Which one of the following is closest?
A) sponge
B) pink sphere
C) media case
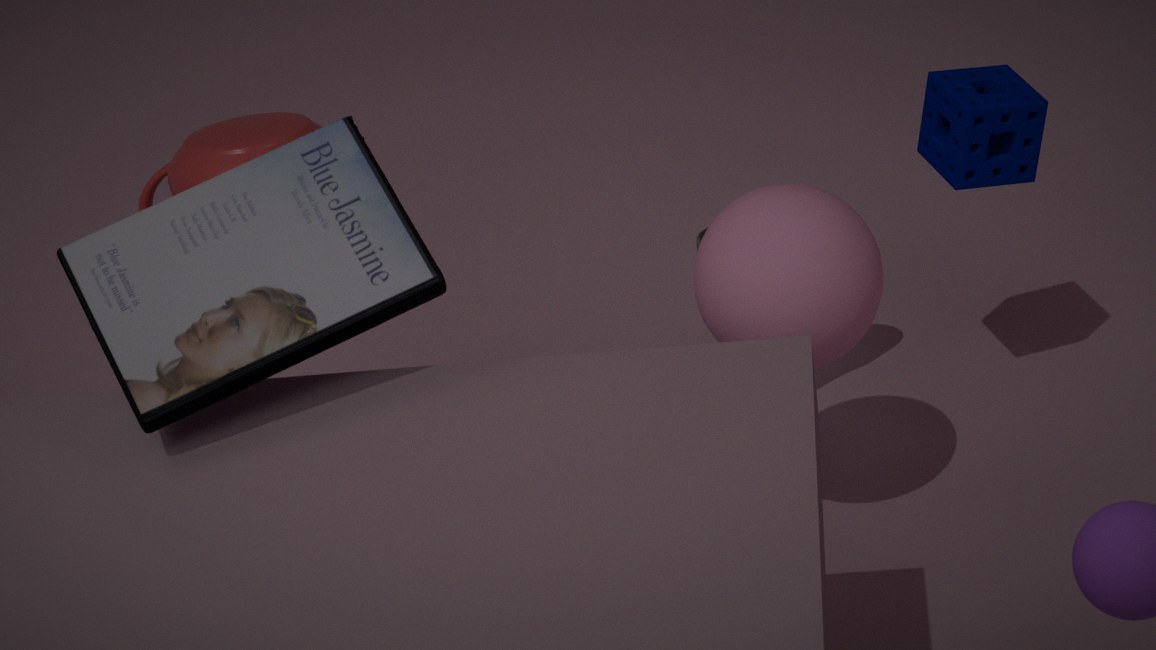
media case
